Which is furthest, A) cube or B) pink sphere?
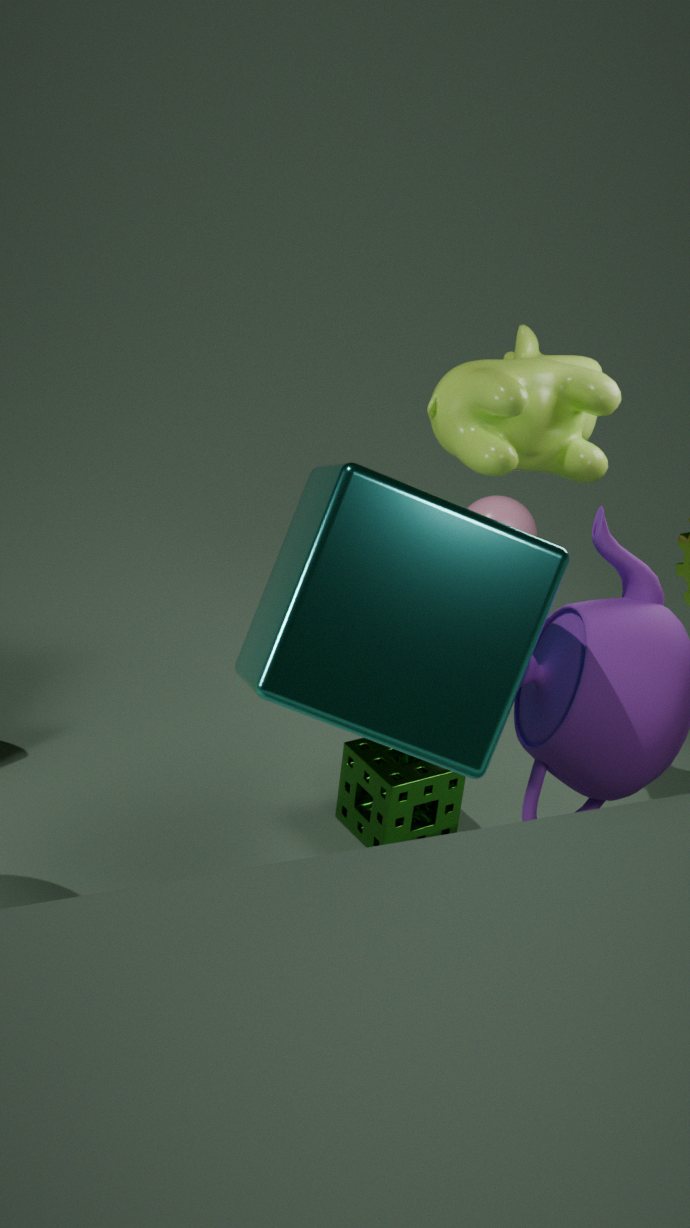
B. pink sphere
